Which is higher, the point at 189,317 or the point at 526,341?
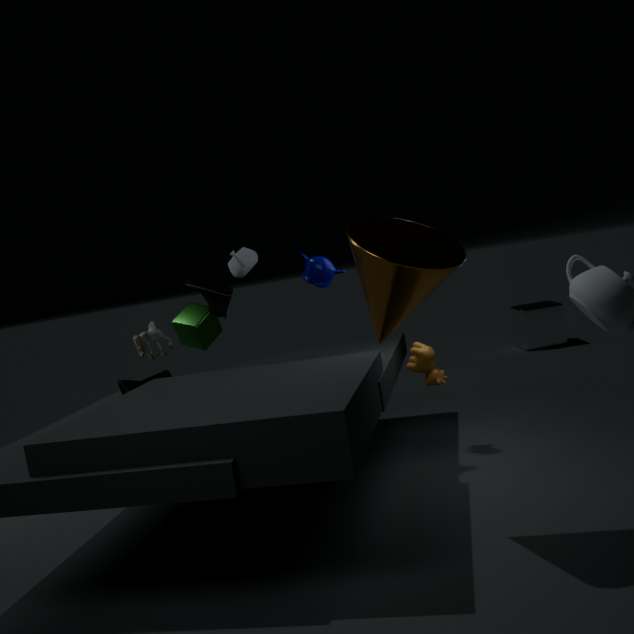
the point at 189,317
